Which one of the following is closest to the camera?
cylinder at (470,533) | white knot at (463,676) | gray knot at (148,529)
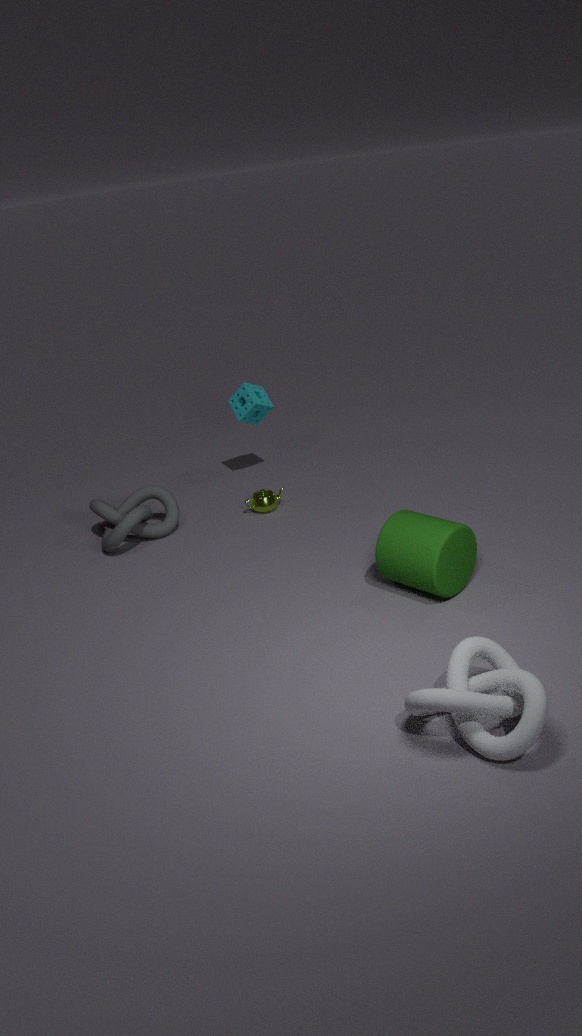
white knot at (463,676)
